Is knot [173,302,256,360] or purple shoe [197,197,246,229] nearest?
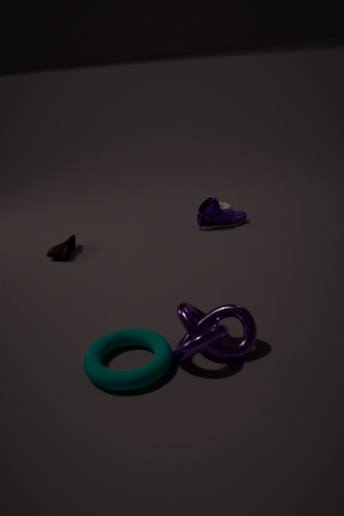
knot [173,302,256,360]
